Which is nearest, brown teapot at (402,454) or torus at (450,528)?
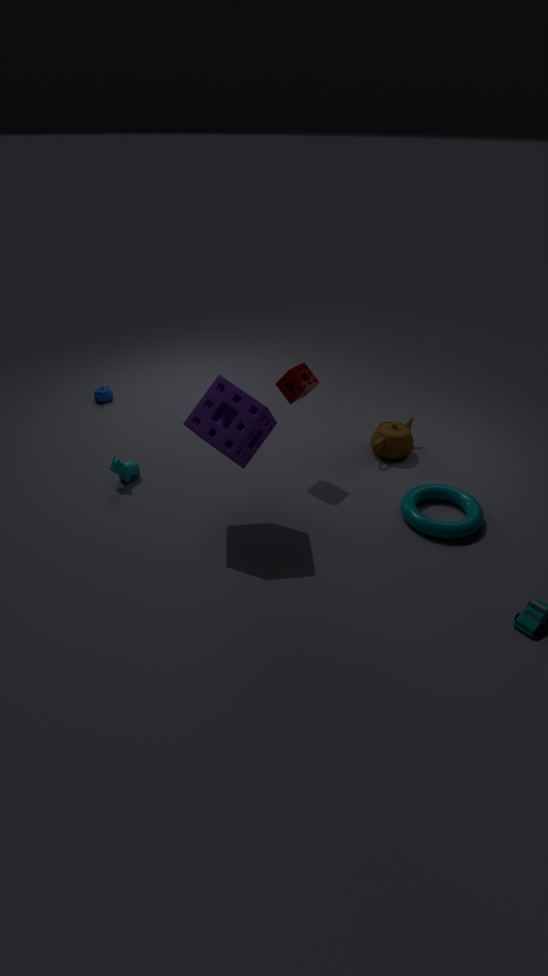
torus at (450,528)
